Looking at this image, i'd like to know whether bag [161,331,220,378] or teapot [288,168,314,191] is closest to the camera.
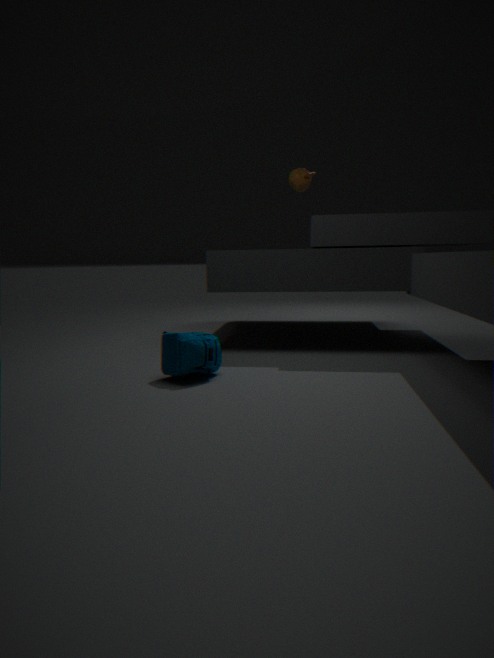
bag [161,331,220,378]
